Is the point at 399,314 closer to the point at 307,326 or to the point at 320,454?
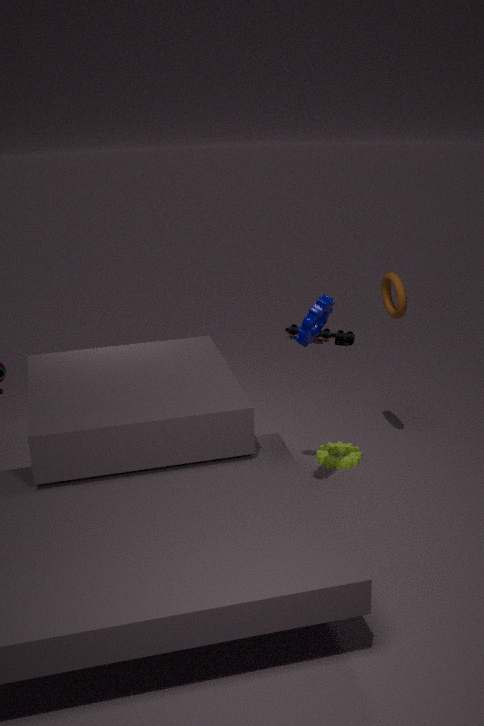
the point at 307,326
